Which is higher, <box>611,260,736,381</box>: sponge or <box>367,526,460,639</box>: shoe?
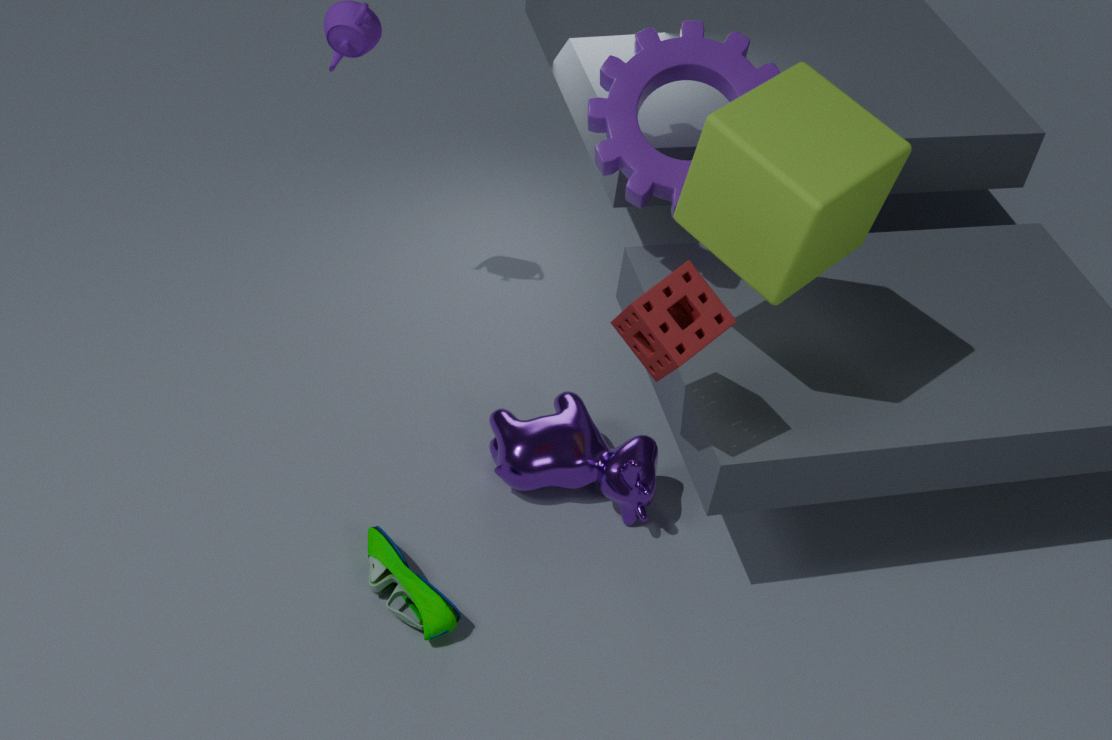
<box>611,260,736,381</box>: sponge
